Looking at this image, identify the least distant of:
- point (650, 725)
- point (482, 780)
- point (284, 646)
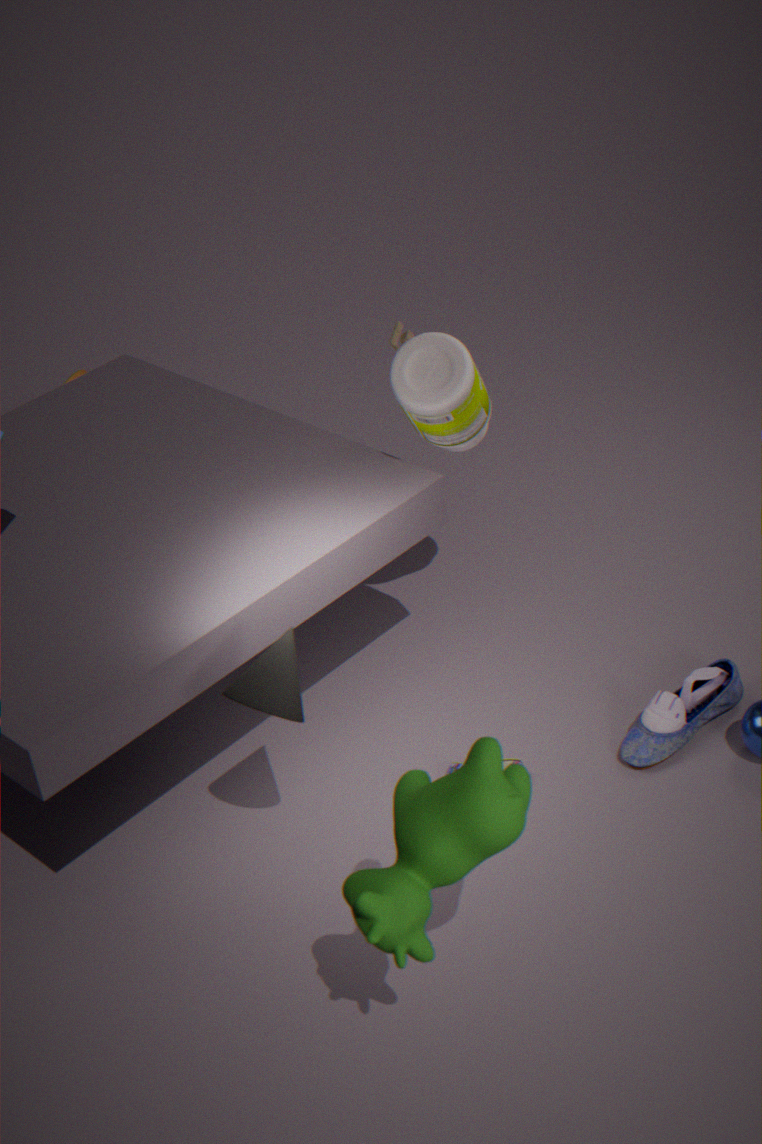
point (482, 780)
